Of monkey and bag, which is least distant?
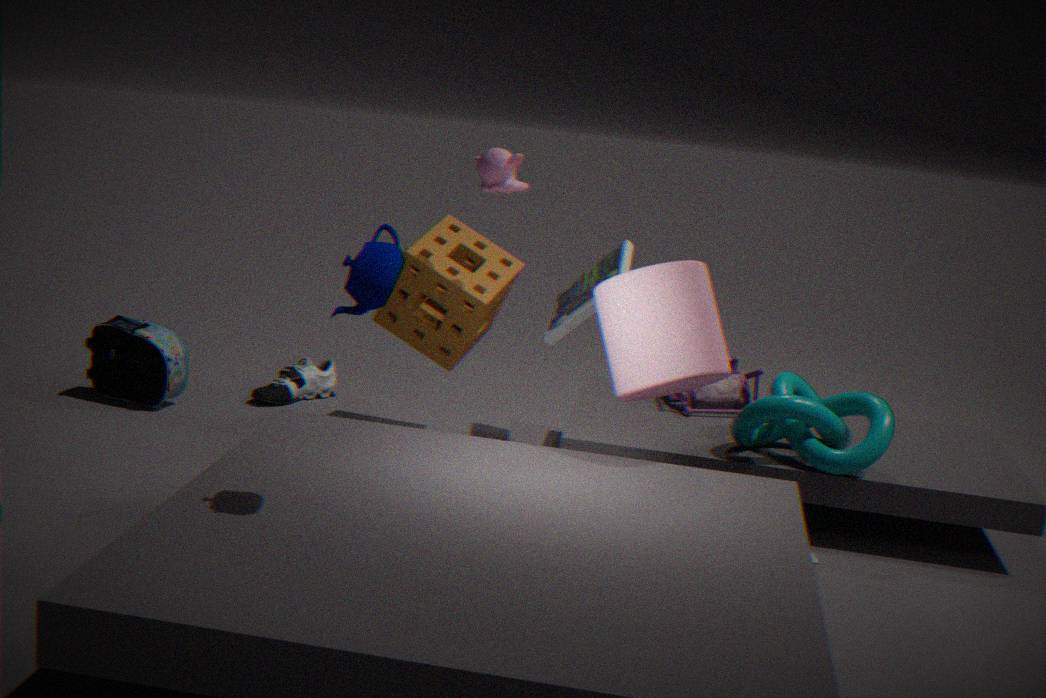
monkey
